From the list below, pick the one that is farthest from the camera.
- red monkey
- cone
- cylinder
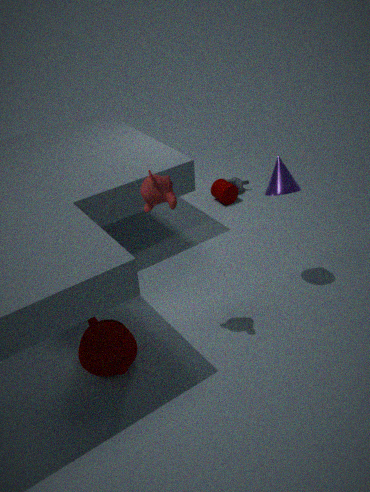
cylinder
